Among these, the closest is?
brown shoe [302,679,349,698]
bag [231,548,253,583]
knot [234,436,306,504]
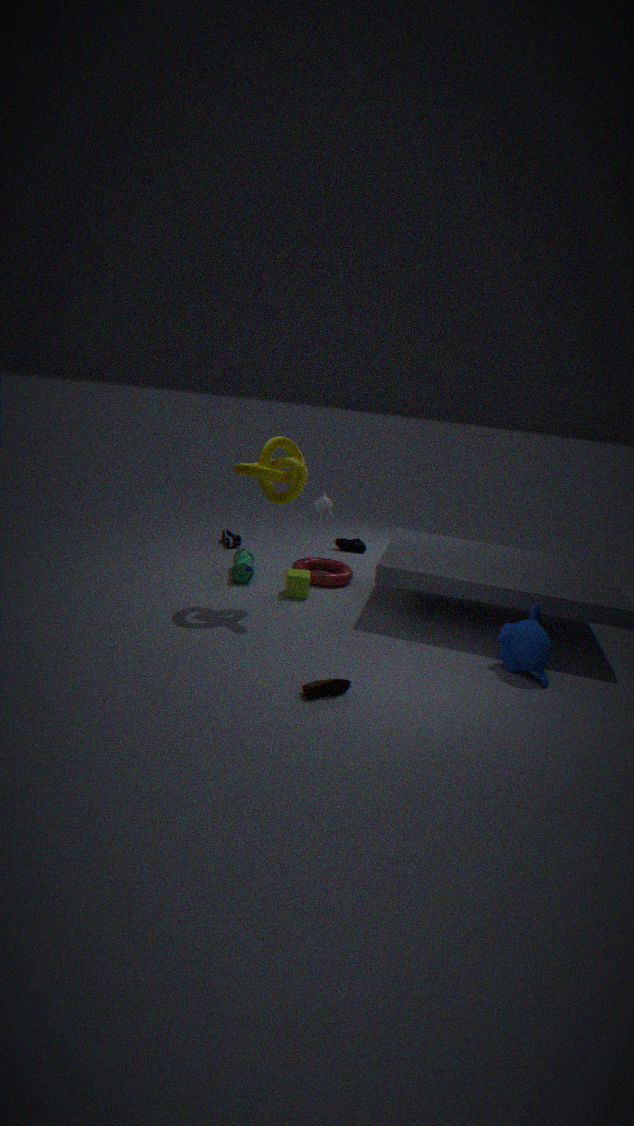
brown shoe [302,679,349,698]
